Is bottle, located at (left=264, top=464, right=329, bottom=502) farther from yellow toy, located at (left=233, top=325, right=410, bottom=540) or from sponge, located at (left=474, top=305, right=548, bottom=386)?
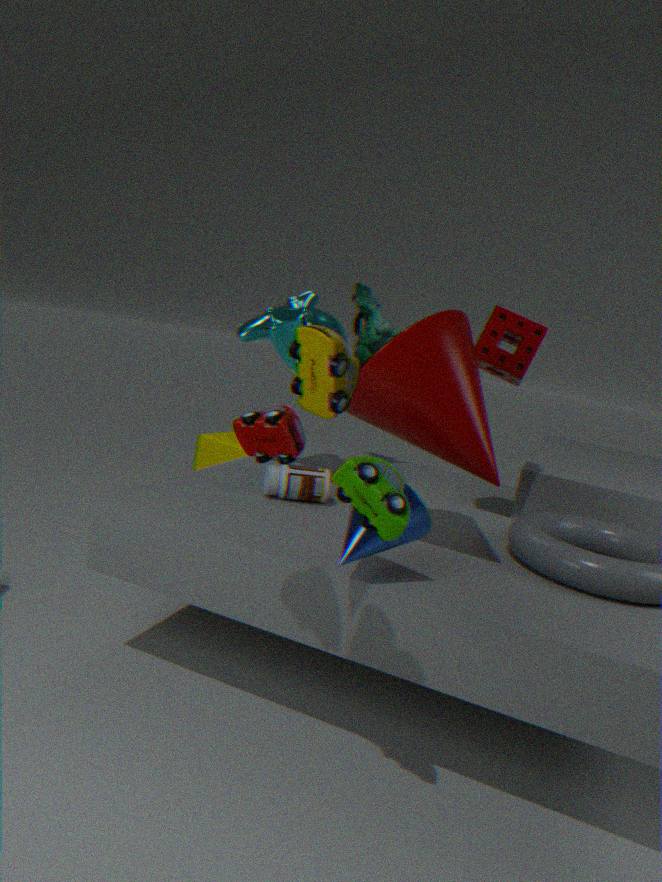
yellow toy, located at (left=233, top=325, right=410, bottom=540)
